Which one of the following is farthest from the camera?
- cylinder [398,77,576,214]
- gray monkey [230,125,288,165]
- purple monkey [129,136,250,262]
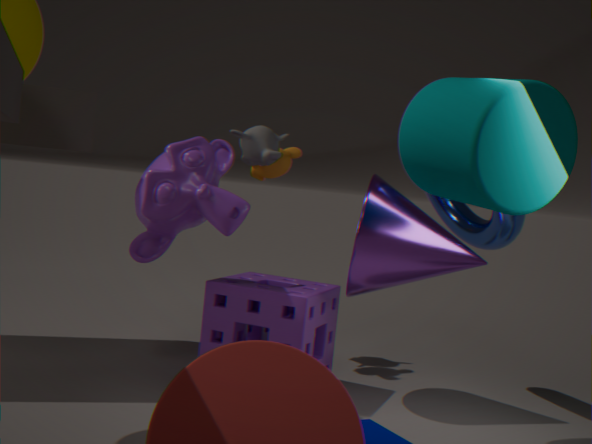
gray monkey [230,125,288,165]
